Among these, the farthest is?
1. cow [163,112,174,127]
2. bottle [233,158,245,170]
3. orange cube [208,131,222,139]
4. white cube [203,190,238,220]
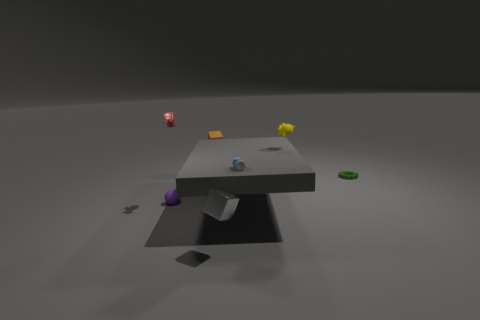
orange cube [208,131,222,139]
